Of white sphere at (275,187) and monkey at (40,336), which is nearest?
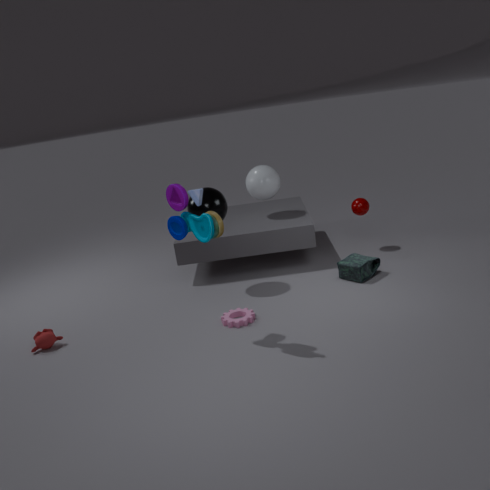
monkey at (40,336)
